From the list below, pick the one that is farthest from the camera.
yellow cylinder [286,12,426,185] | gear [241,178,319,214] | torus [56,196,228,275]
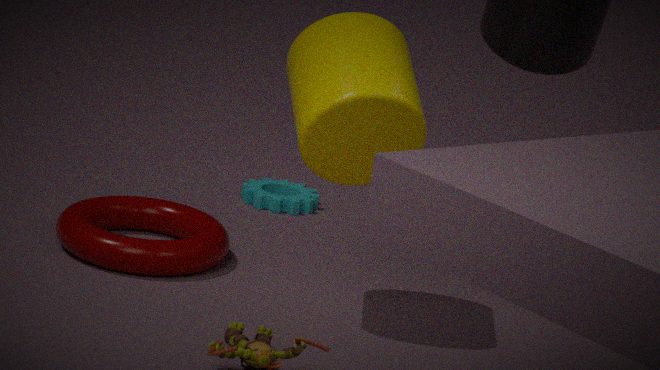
gear [241,178,319,214]
